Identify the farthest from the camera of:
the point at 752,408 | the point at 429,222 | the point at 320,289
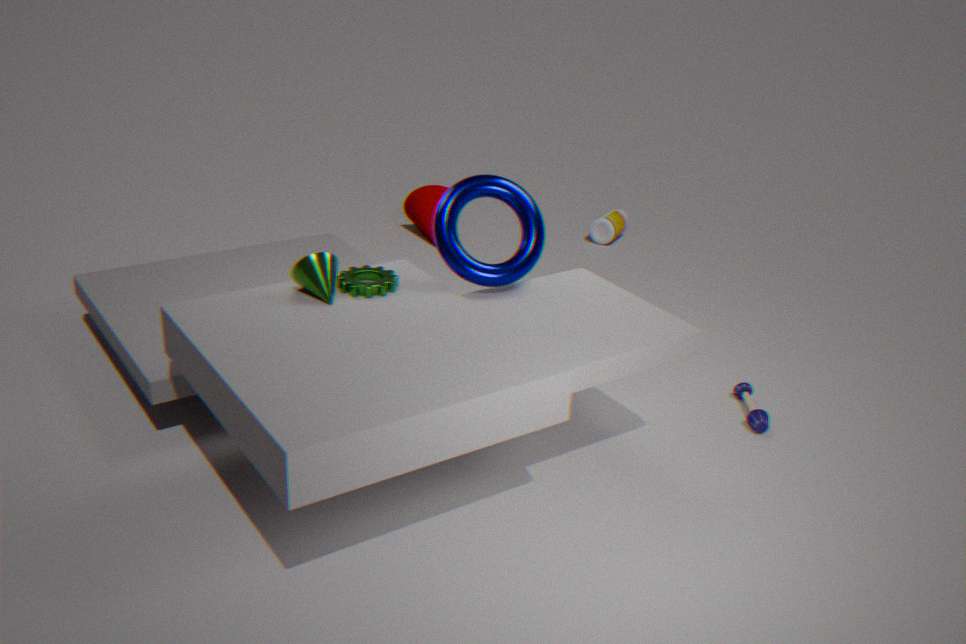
the point at 429,222
